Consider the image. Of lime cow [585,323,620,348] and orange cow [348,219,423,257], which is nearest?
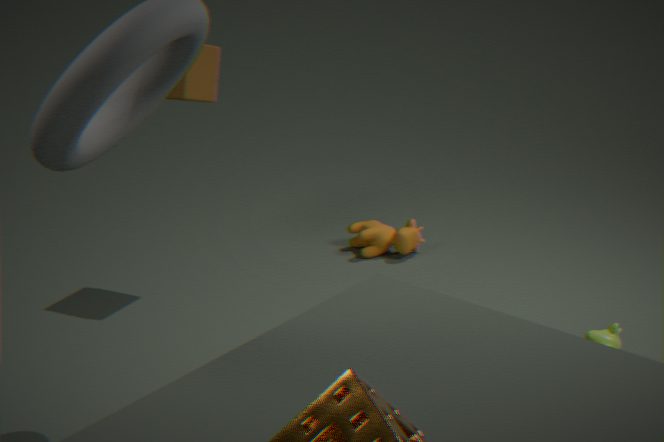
lime cow [585,323,620,348]
